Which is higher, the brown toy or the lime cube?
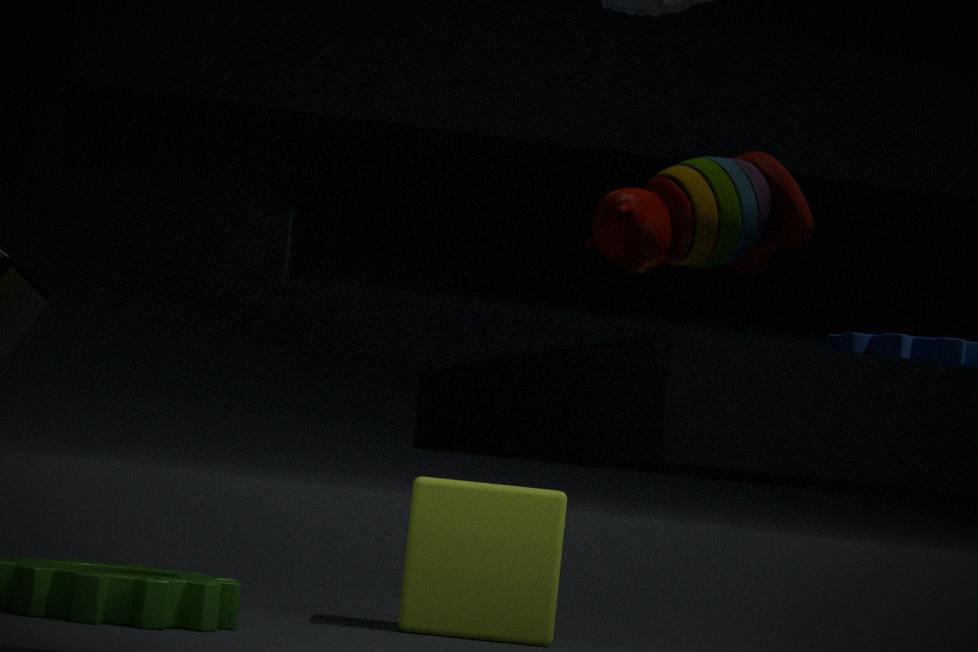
the brown toy
